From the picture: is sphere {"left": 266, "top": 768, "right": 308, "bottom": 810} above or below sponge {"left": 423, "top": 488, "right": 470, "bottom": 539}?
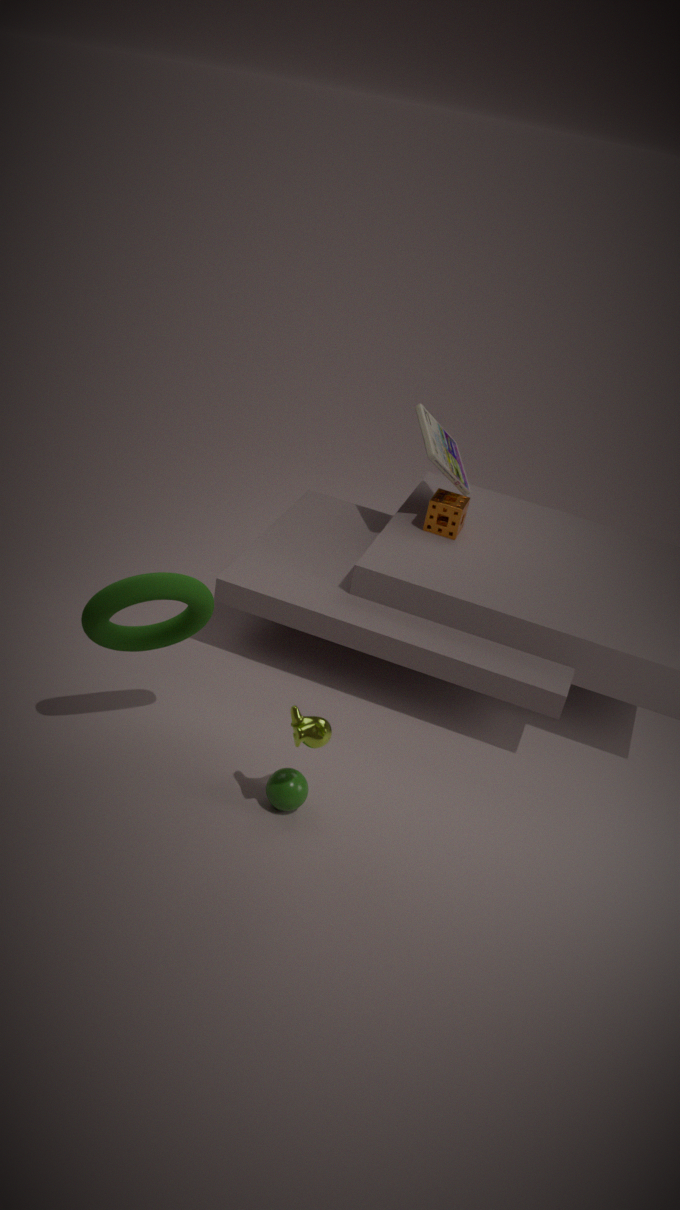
below
